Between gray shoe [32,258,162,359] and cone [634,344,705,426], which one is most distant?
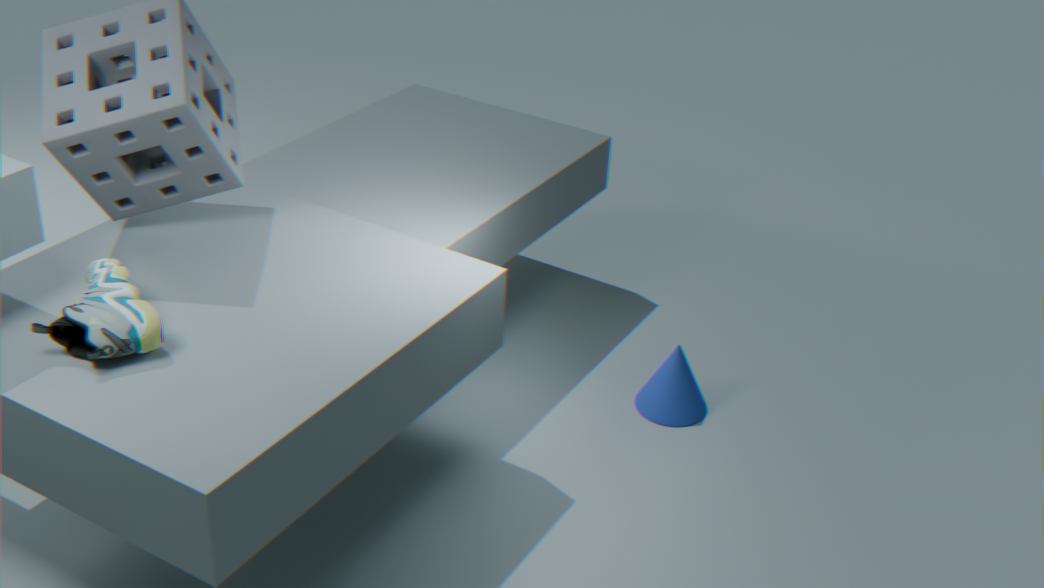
cone [634,344,705,426]
